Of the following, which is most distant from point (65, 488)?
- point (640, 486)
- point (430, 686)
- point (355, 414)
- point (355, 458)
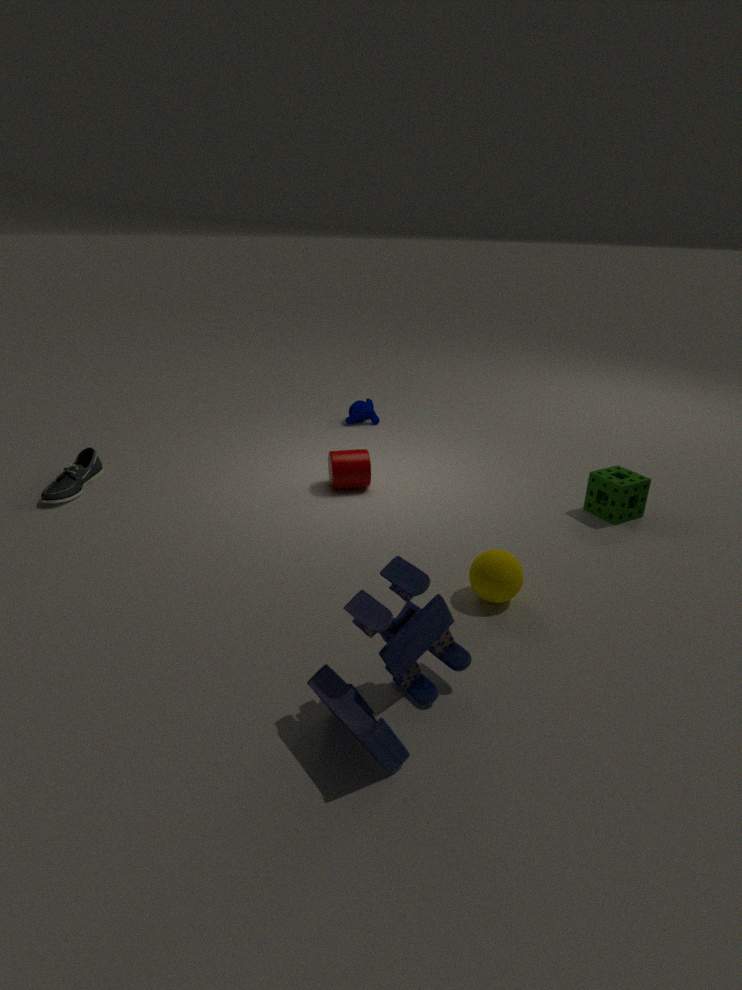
point (640, 486)
